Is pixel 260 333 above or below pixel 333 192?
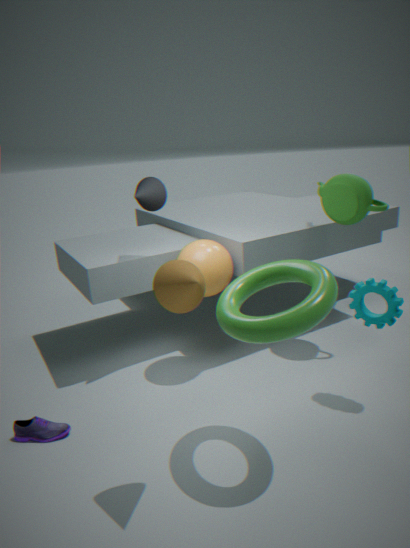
below
